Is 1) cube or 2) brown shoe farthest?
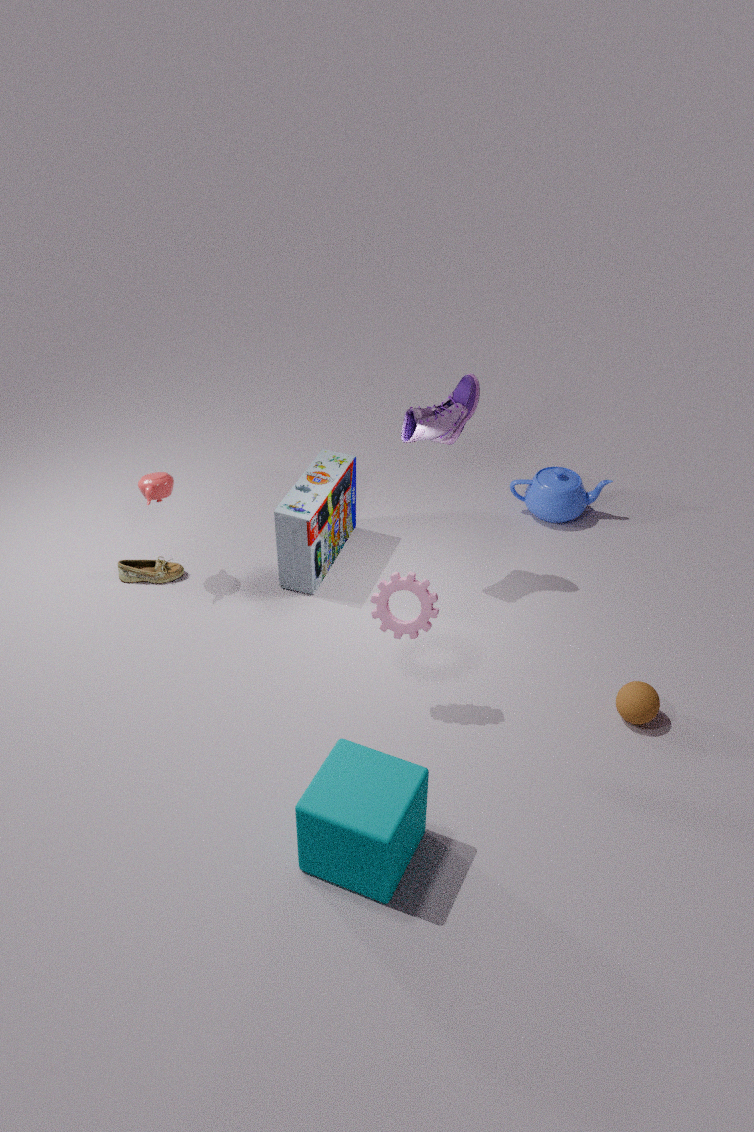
2. brown shoe
